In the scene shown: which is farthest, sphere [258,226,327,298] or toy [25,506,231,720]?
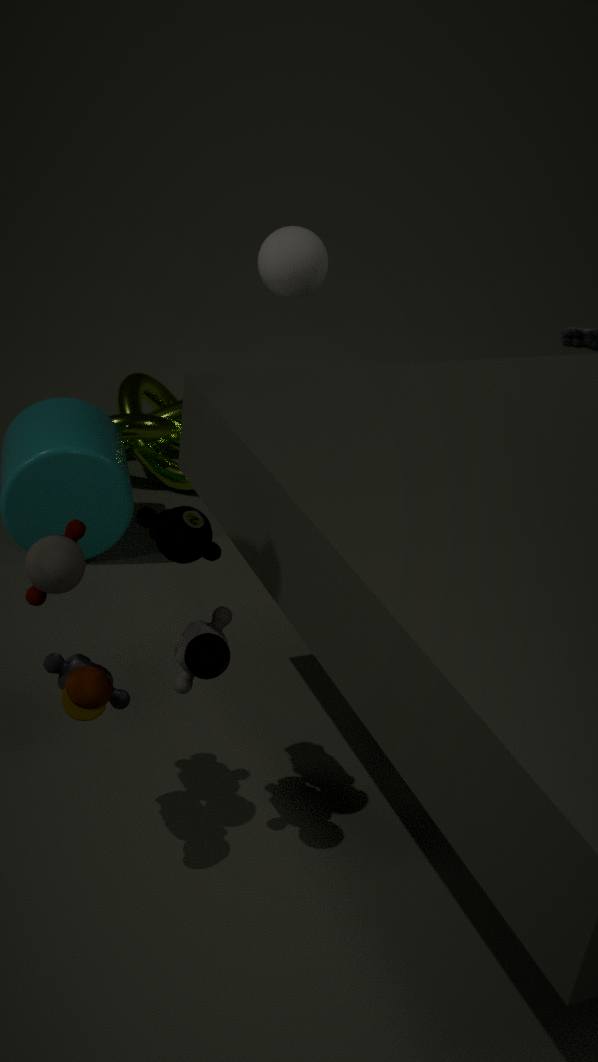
sphere [258,226,327,298]
